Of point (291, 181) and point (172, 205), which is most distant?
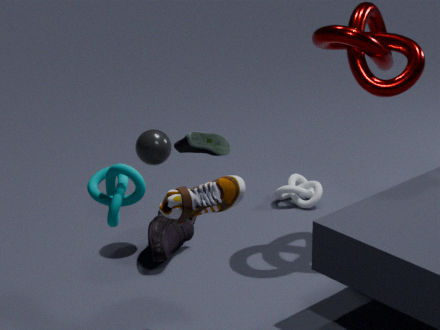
point (291, 181)
